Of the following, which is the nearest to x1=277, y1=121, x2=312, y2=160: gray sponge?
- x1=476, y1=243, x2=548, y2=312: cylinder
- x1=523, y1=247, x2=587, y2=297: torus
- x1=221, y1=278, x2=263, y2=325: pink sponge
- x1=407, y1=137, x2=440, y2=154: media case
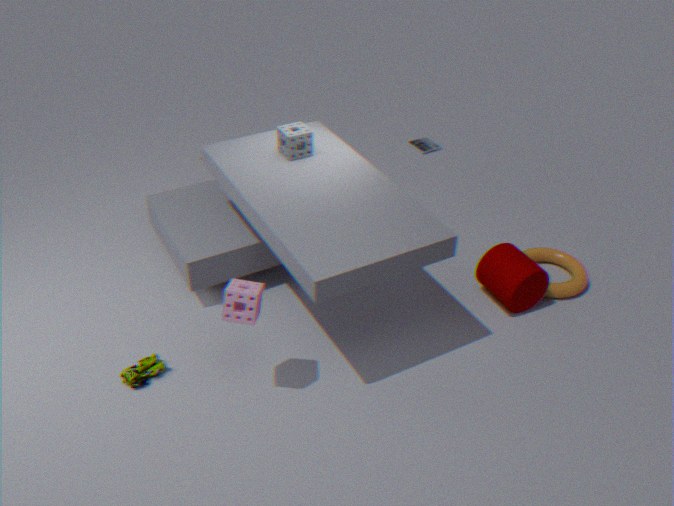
x1=221, y1=278, x2=263, y2=325: pink sponge
